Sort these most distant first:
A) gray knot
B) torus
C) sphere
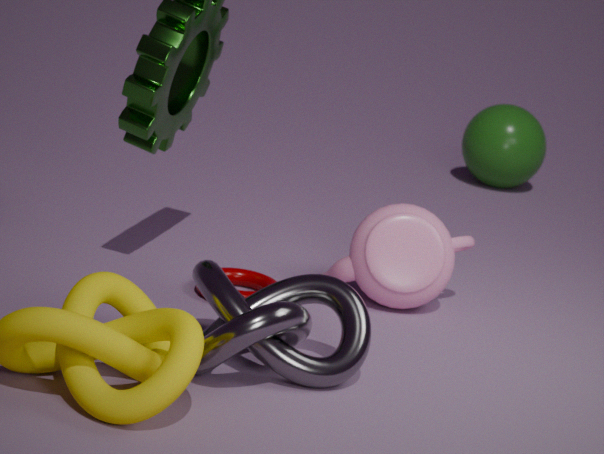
1. sphere
2. torus
3. gray knot
